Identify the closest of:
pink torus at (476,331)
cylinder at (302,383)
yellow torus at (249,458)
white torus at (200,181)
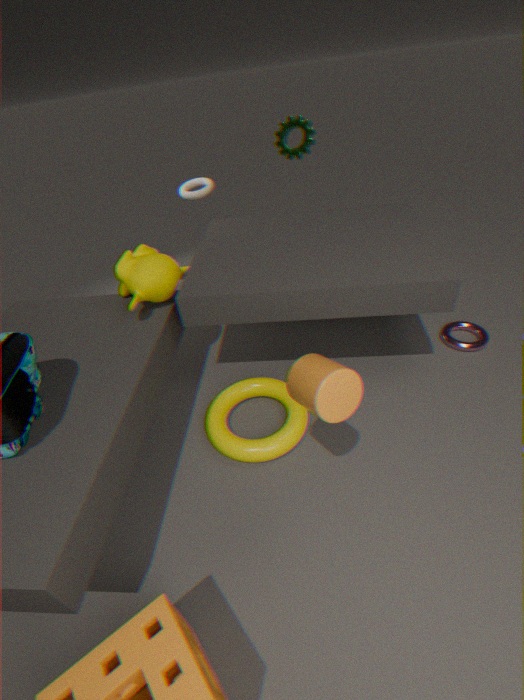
cylinder at (302,383)
